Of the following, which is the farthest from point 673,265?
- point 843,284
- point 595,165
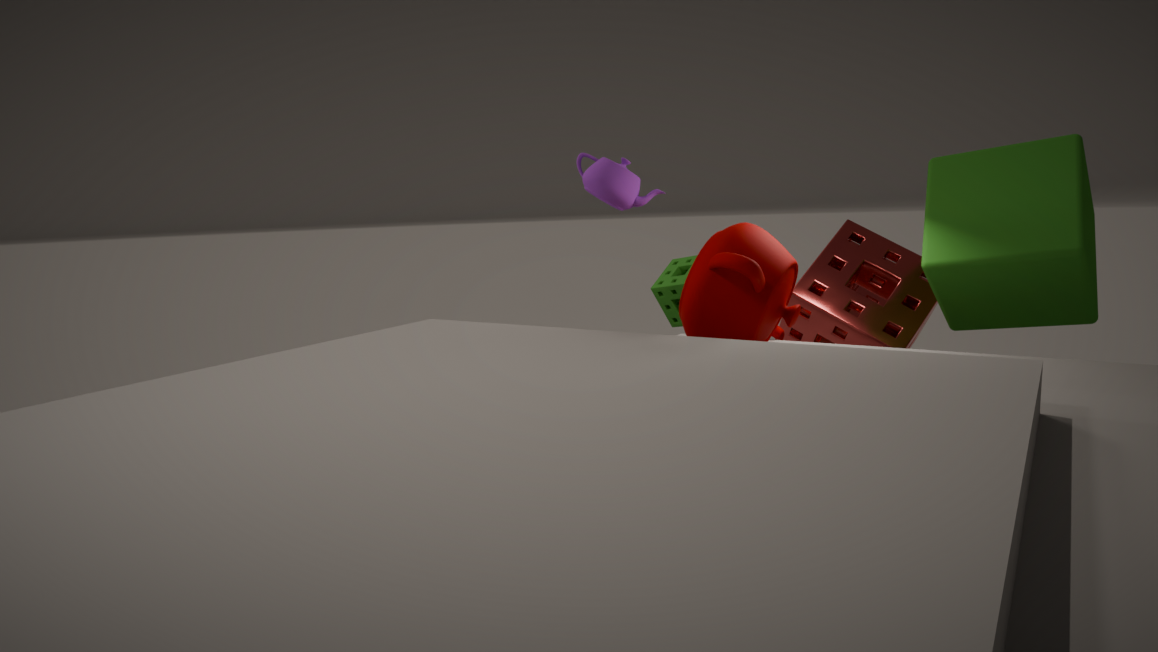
point 595,165
